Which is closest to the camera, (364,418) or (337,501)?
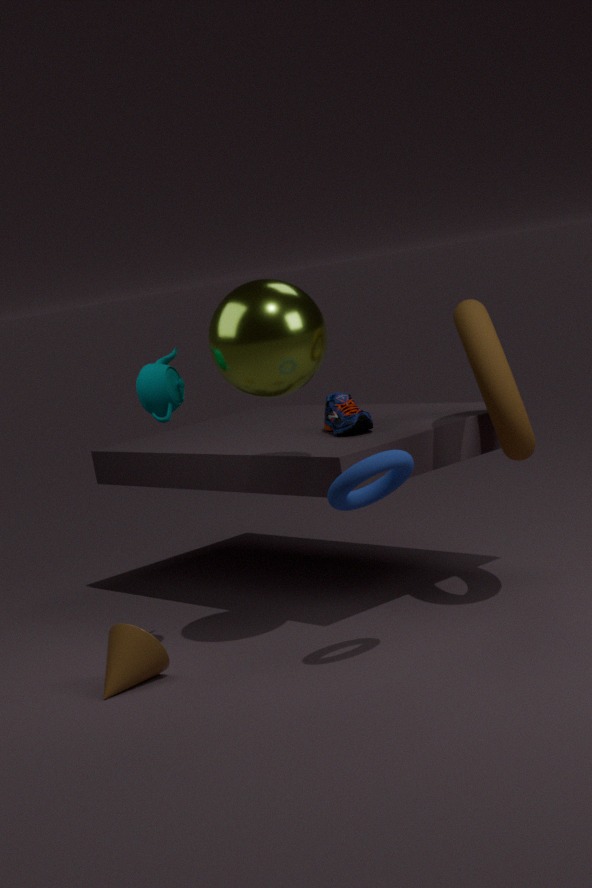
(337,501)
